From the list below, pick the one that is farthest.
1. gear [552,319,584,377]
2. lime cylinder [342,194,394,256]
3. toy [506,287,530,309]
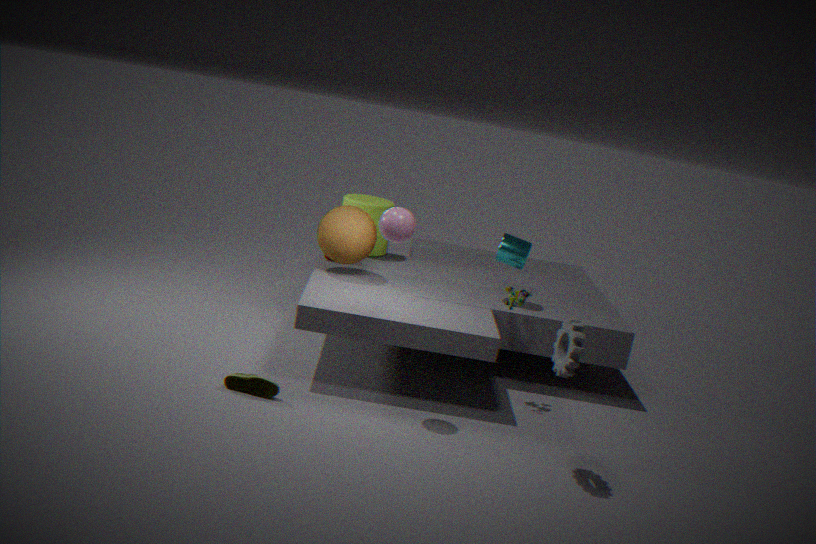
lime cylinder [342,194,394,256]
